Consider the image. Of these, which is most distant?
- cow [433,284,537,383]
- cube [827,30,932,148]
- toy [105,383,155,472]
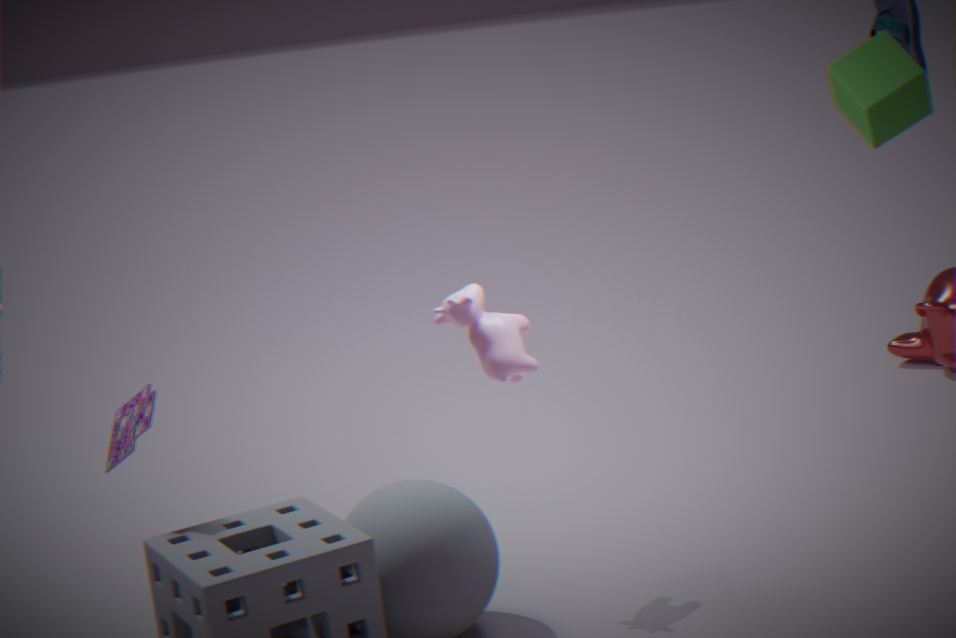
cube [827,30,932,148]
